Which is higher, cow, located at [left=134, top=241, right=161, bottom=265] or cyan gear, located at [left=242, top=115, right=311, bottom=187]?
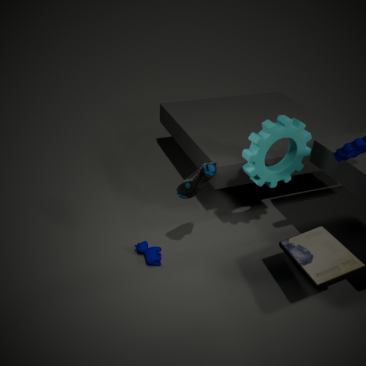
cyan gear, located at [left=242, top=115, right=311, bottom=187]
